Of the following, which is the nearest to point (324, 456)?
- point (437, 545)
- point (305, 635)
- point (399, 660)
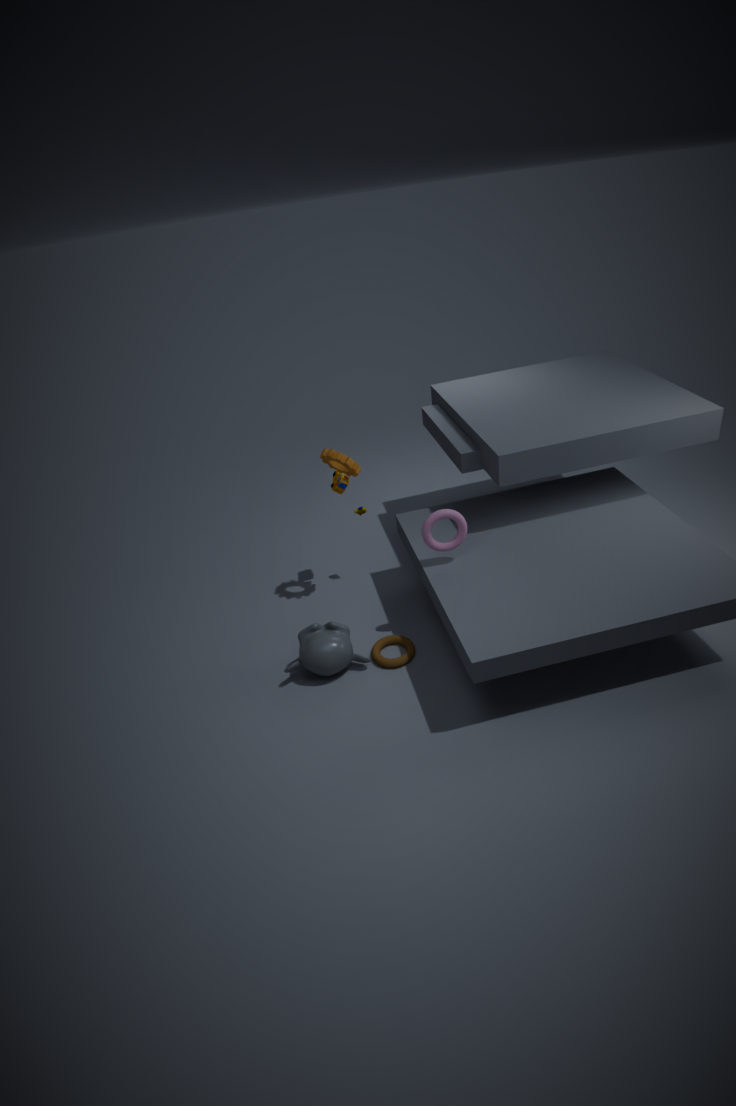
point (437, 545)
